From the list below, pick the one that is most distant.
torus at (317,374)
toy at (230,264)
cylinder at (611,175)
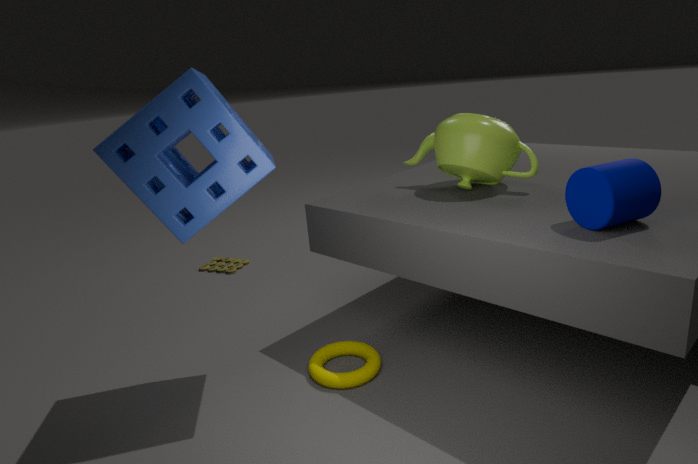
toy at (230,264)
